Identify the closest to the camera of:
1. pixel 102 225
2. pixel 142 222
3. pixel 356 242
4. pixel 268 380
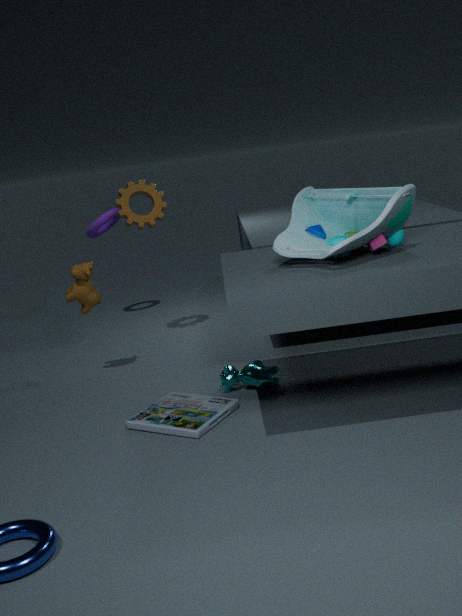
pixel 356 242
